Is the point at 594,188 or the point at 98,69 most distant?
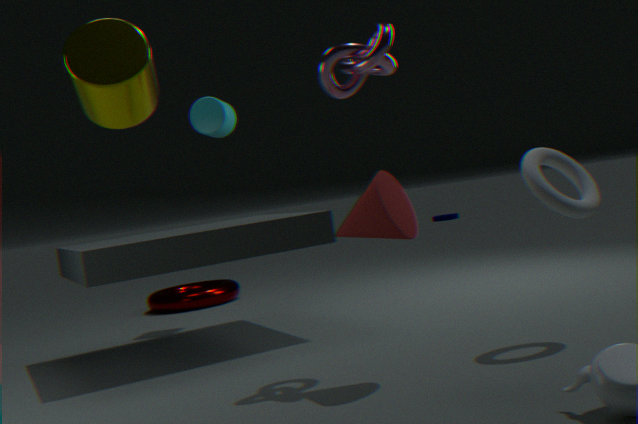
the point at 594,188
